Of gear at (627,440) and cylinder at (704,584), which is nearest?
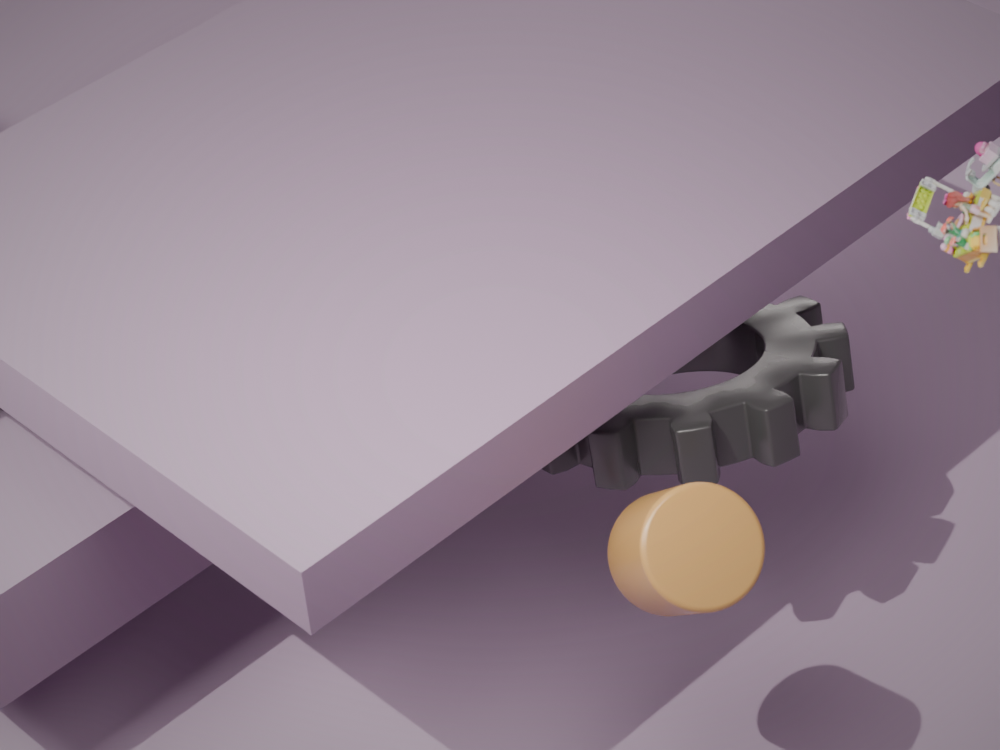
cylinder at (704,584)
